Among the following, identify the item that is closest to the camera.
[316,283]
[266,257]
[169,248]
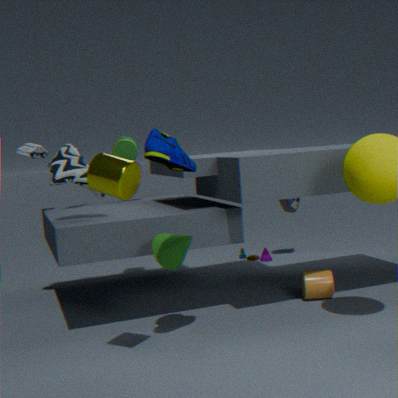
[169,248]
